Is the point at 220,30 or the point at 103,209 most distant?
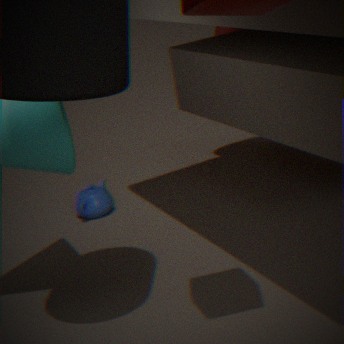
the point at 220,30
